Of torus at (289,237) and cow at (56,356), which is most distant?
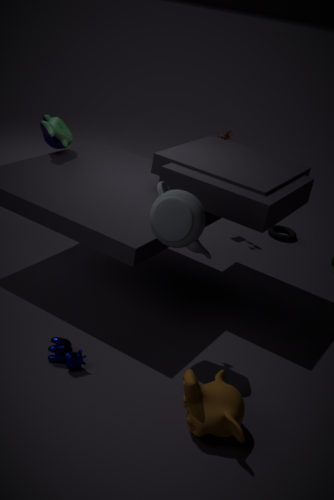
torus at (289,237)
